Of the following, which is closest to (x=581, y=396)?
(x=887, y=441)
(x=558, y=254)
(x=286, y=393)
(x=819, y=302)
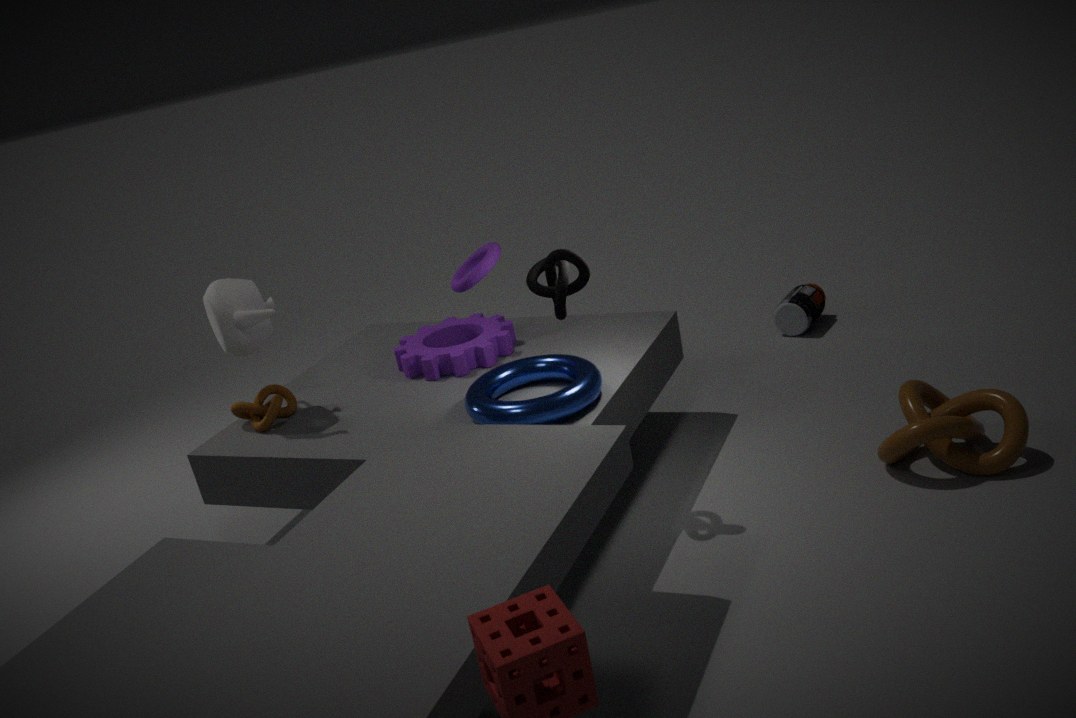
(x=558, y=254)
